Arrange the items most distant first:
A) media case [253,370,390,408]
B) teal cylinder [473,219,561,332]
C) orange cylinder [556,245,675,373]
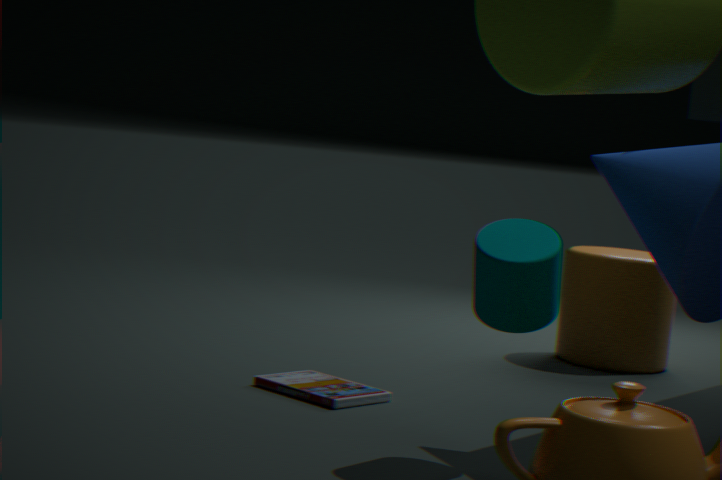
orange cylinder [556,245,675,373] → media case [253,370,390,408] → teal cylinder [473,219,561,332]
